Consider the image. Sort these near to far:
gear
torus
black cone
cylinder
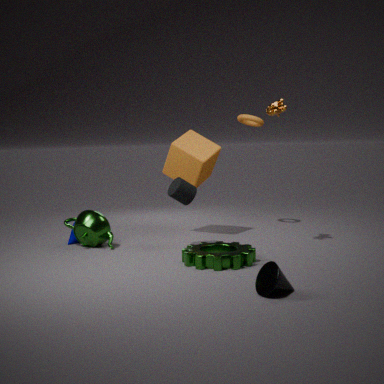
black cone → gear → cylinder → torus
